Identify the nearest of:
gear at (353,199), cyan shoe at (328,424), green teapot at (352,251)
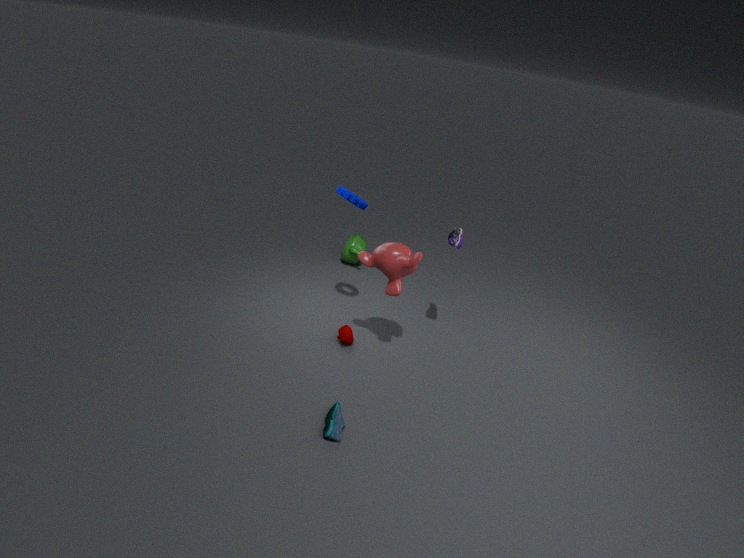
cyan shoe at (328,424)
